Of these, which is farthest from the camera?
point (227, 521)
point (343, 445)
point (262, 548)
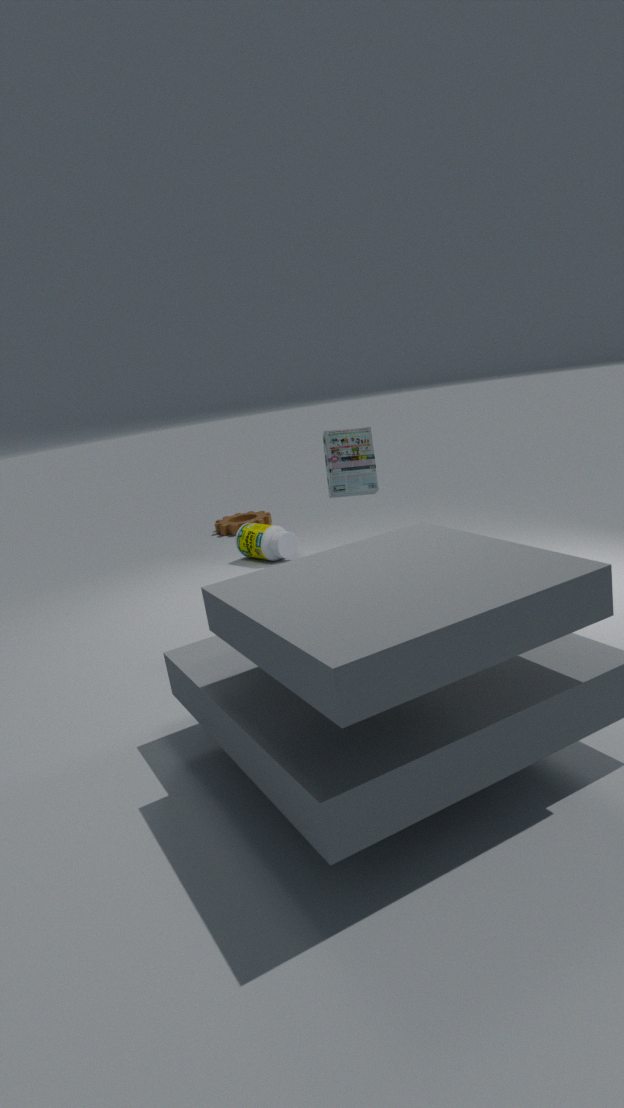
point (227, 521)
